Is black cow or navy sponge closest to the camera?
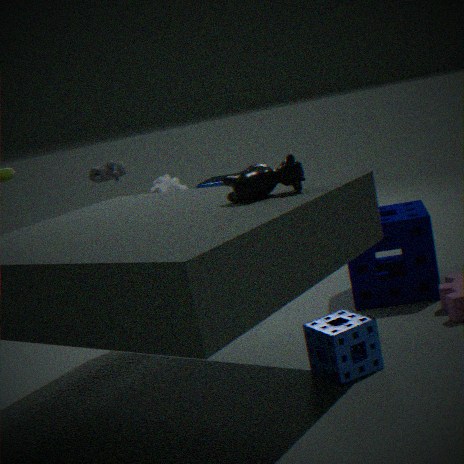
black cow
